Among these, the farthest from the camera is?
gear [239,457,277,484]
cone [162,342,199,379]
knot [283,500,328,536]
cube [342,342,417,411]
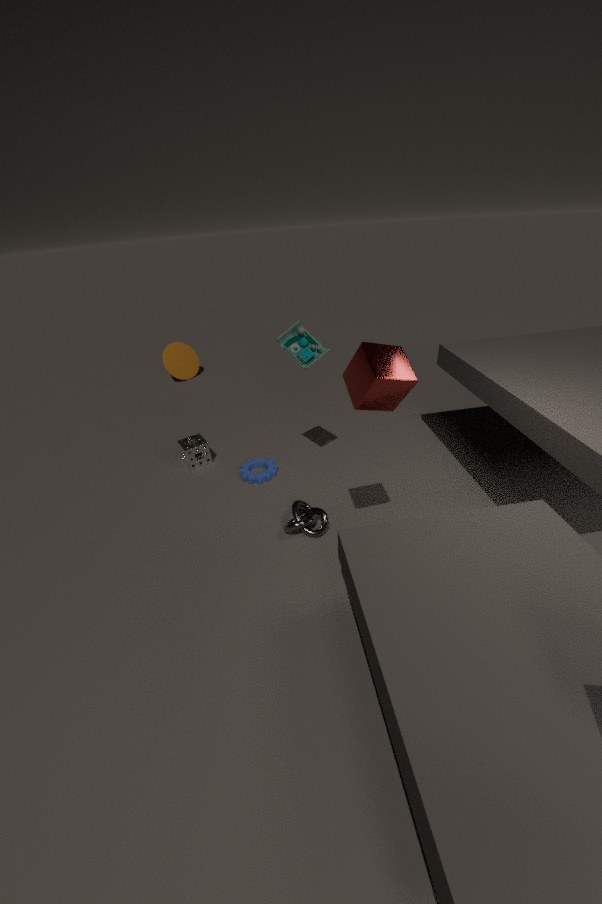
cone [162,342,199,379]
